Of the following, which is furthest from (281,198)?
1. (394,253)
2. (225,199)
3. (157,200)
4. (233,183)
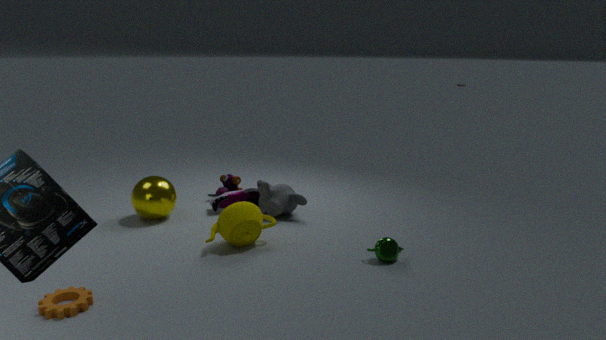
(394,253)
